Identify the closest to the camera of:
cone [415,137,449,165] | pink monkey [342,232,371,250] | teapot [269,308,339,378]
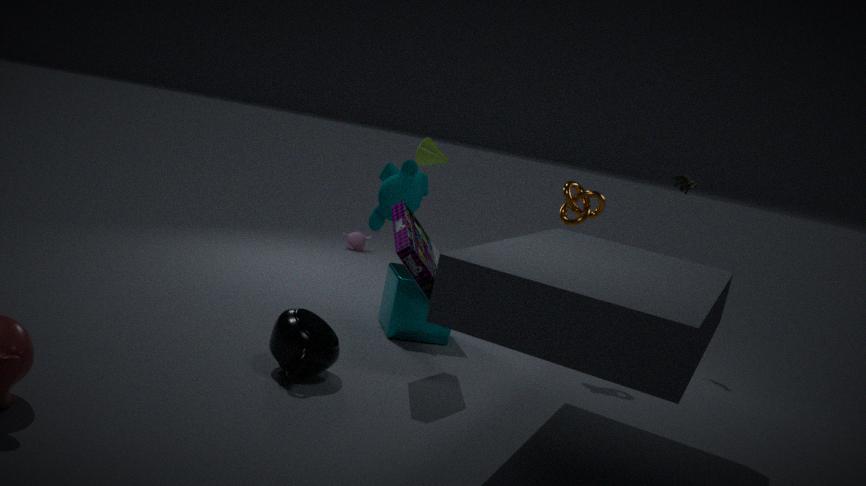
teapot [269,308,339,378]
